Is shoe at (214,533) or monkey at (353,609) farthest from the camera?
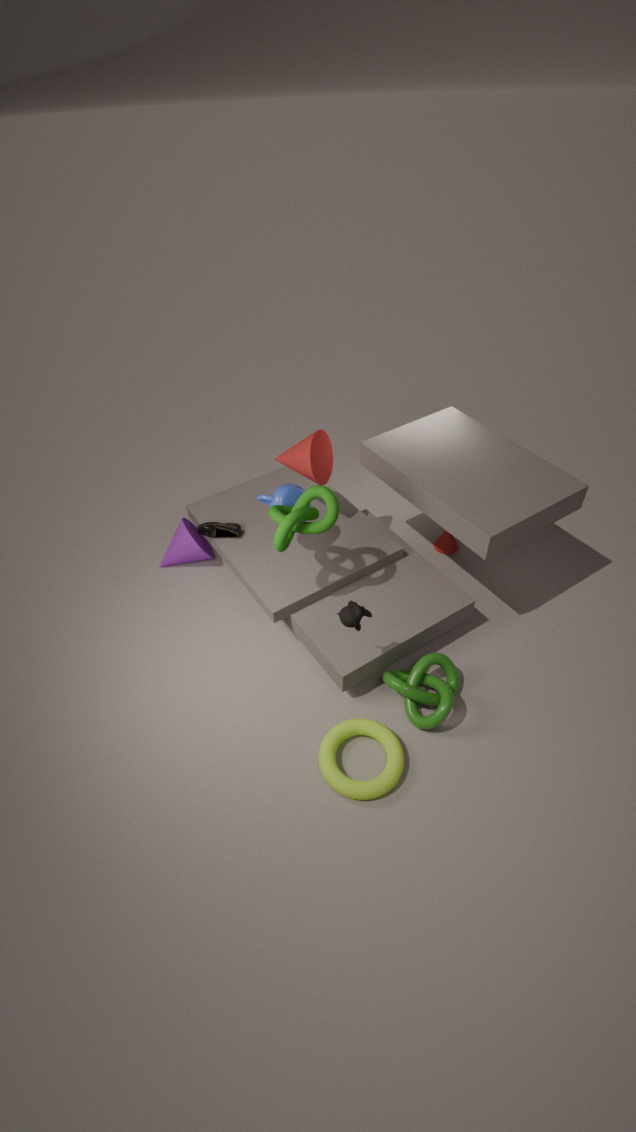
shoe at (214,533)
